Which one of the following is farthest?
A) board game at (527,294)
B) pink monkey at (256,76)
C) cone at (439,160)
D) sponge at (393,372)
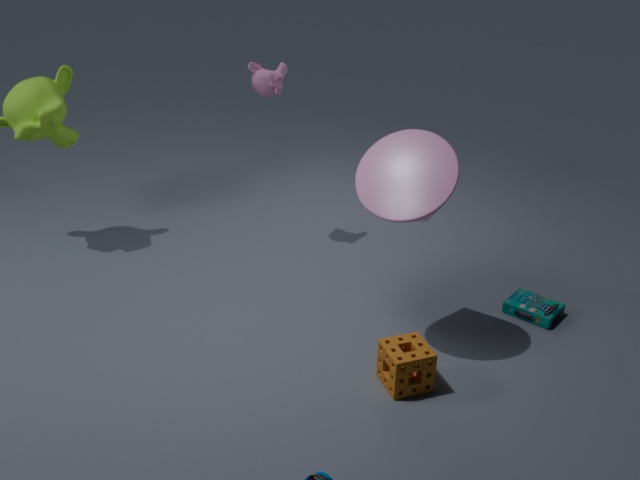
pink monkey at (256,76)
